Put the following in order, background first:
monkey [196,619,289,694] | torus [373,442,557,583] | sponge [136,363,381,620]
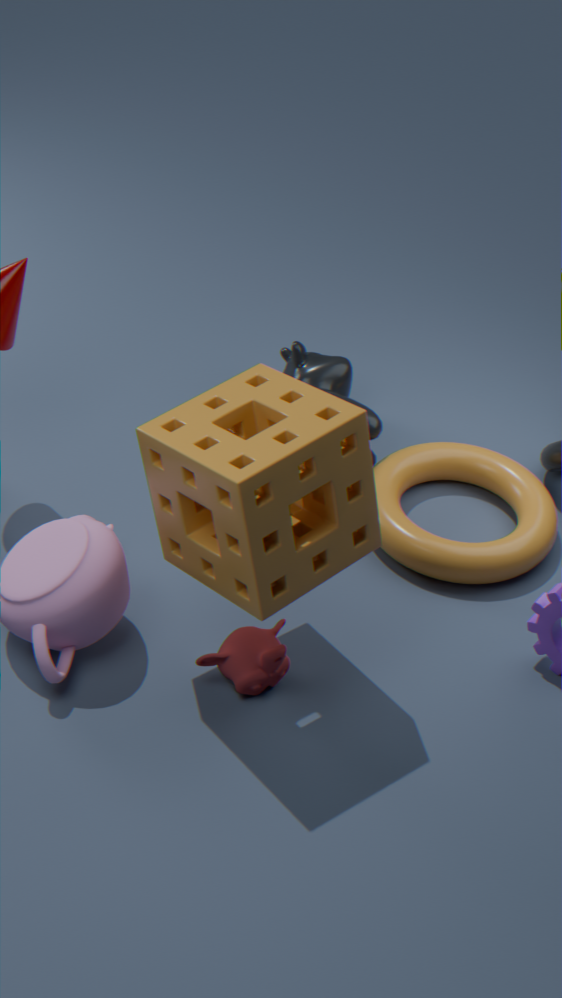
1. torus [373,442,557,583]
2. monkey [196,619,289,694]
3. sponge [136,363,381,620]
